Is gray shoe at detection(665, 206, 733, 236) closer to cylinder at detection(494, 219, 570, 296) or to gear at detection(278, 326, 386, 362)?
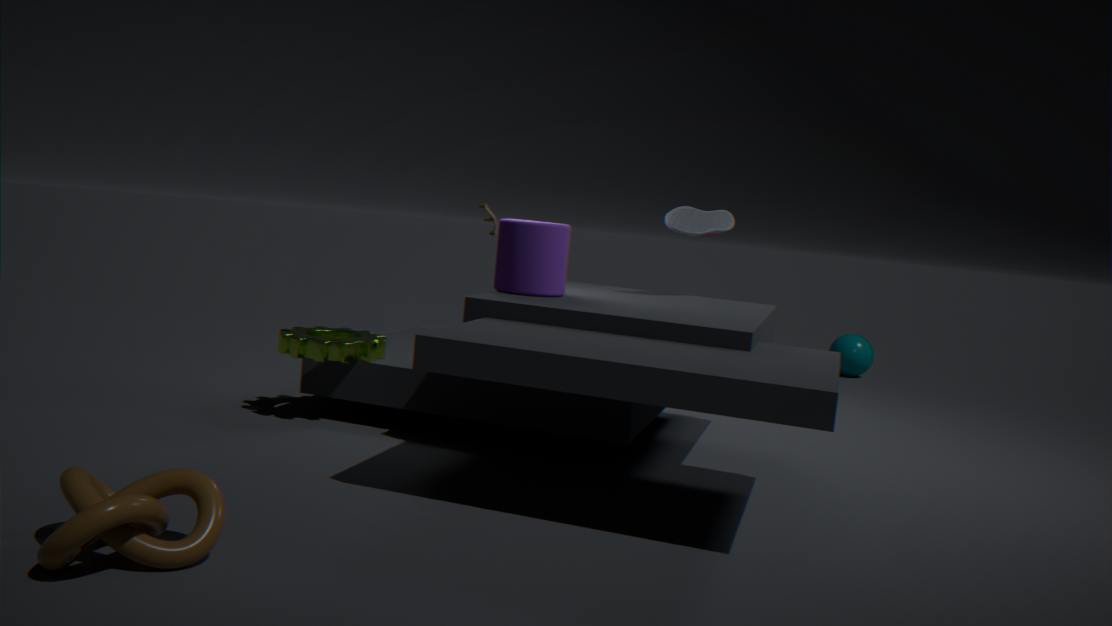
cylinder at detection(494, 219, 570, 296)
